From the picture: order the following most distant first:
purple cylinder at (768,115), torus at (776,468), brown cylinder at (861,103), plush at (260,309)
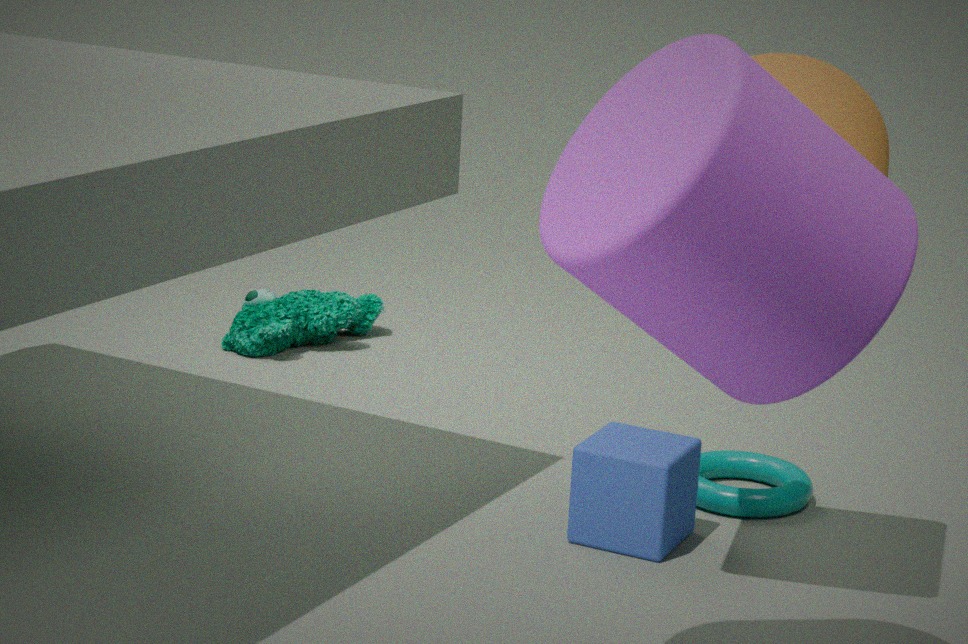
1. plush at (260,309)
2. torus at (776,468)
3. brown cylinder at (861,103)
4. purple cylinder at (768,115)
